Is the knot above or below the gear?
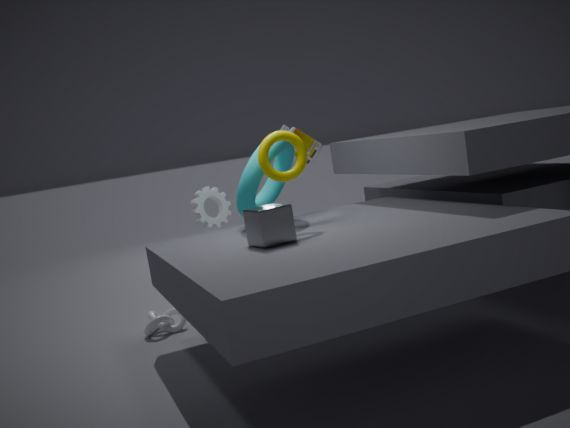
below
